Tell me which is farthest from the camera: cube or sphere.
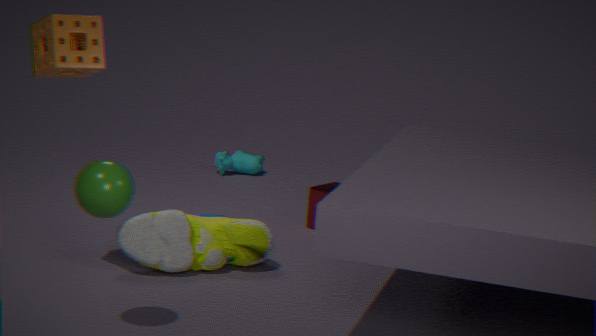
cube
